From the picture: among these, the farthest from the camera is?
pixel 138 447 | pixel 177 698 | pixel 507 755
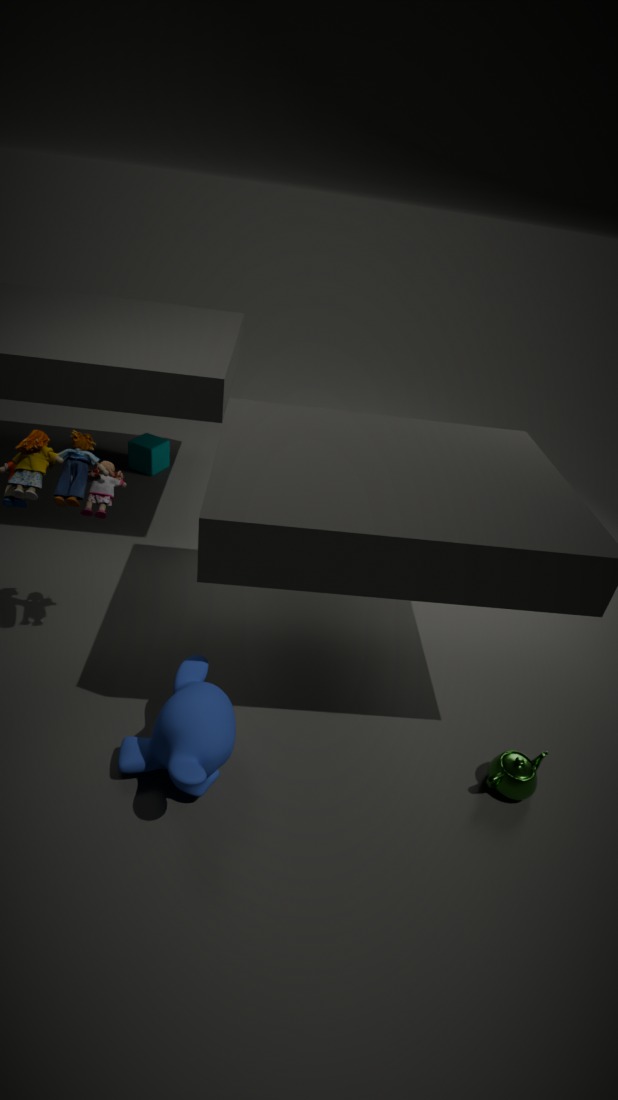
pixel 138 447
